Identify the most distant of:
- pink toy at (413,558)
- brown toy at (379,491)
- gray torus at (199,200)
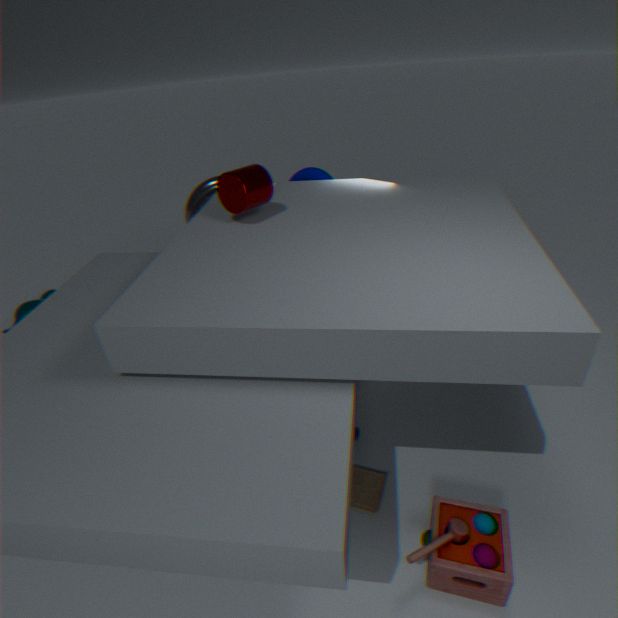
gray torus at (199,200)
